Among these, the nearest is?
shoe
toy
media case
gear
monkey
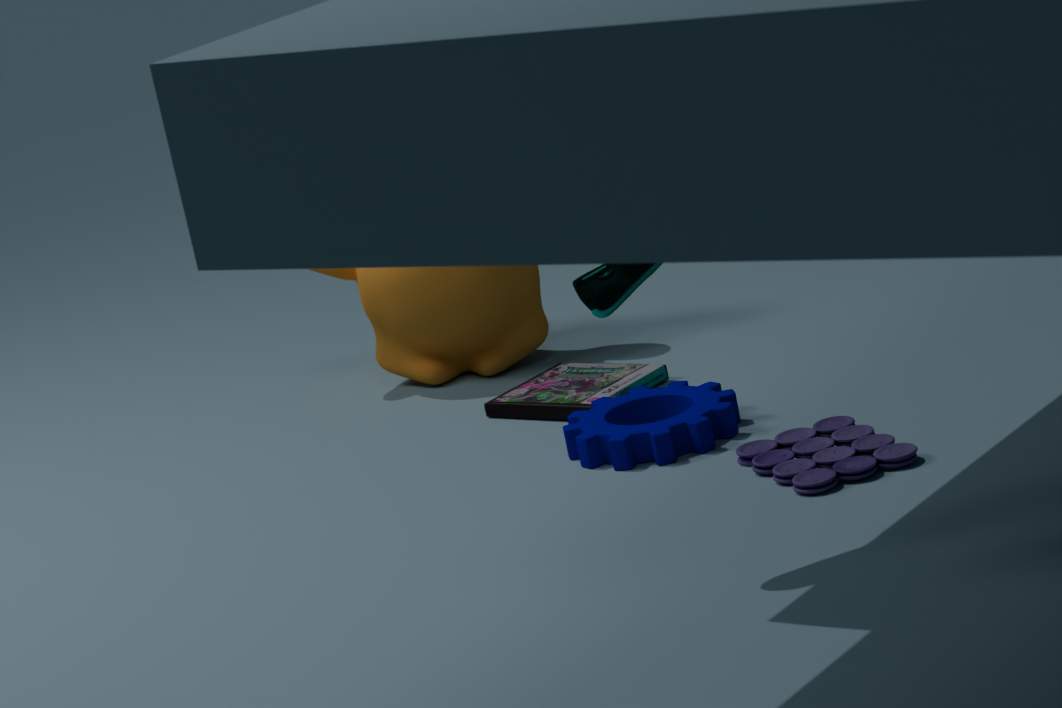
shoe
